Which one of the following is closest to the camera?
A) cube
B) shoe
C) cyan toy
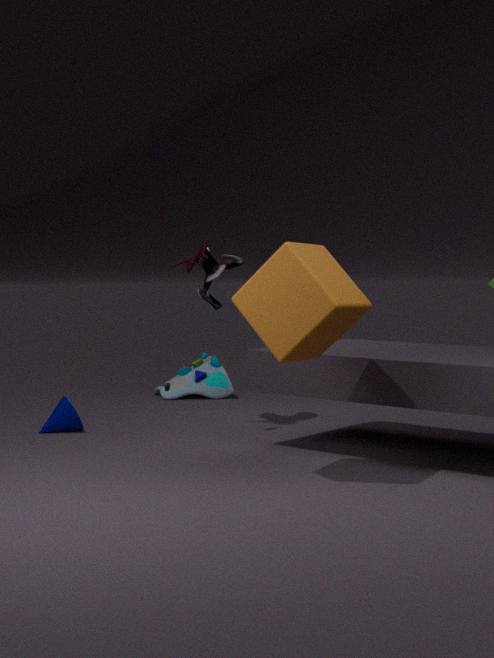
A. cube
